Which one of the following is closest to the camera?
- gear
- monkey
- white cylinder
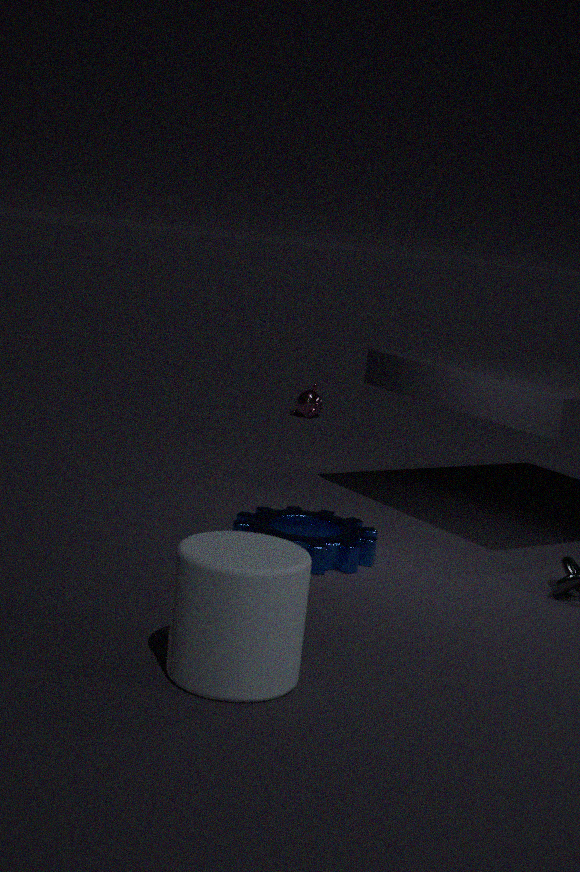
white cylinder
